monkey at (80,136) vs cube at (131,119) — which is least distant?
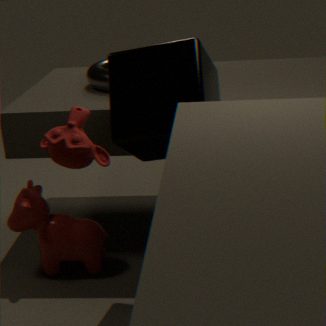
monkey at (80,136)
